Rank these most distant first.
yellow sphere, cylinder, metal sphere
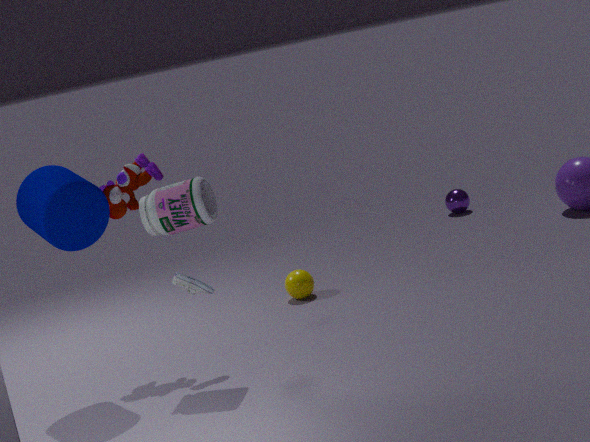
metal sphere → yellow sphere → cylinder
